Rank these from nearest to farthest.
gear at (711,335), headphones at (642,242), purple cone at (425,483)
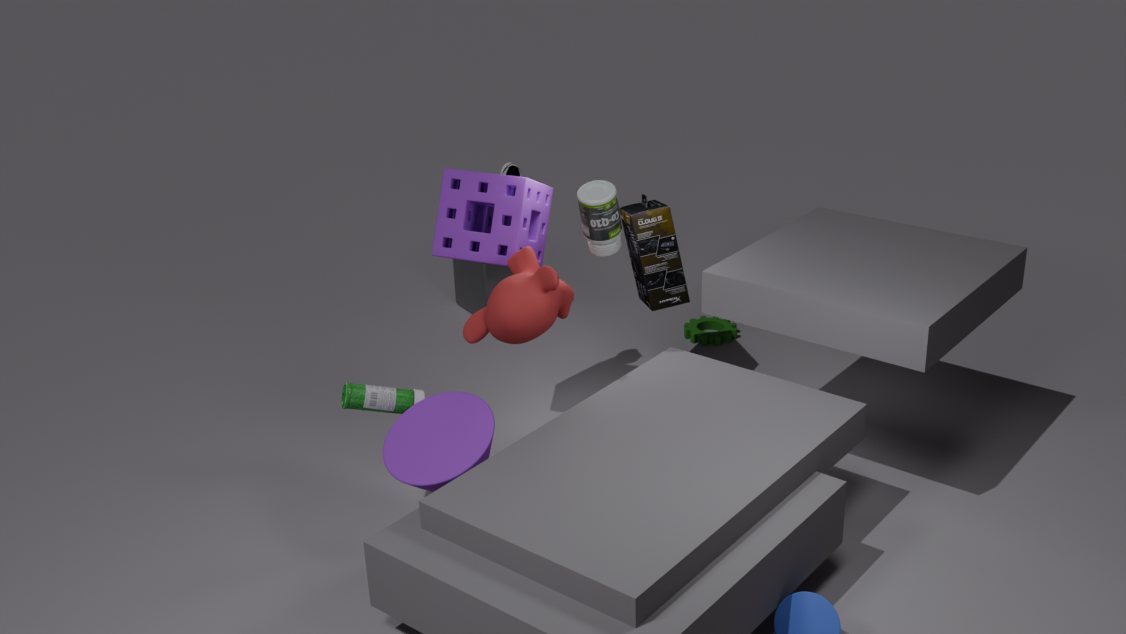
purple cone at (425,483)
headphones at (642,242)
gear at (711,335)
